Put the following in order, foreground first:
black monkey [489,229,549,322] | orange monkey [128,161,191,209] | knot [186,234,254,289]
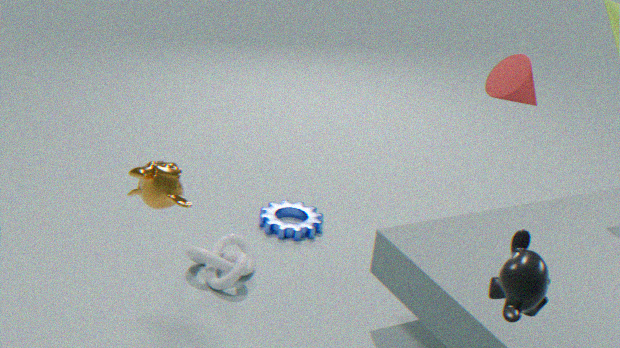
1. black monkey [489,229,549,322]
2. orange monkey [128,161,191,209]
3. knot [186,234,254,289]
